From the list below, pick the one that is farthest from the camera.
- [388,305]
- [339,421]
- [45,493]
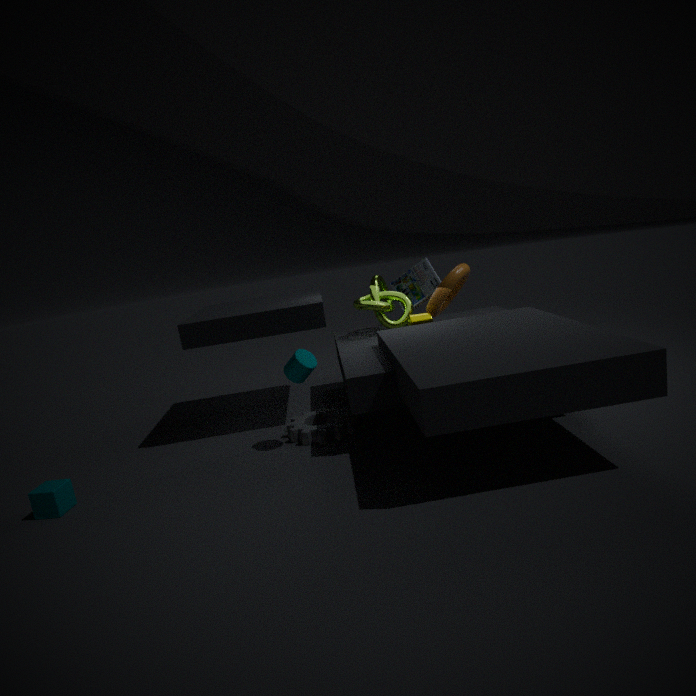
[388,305]
